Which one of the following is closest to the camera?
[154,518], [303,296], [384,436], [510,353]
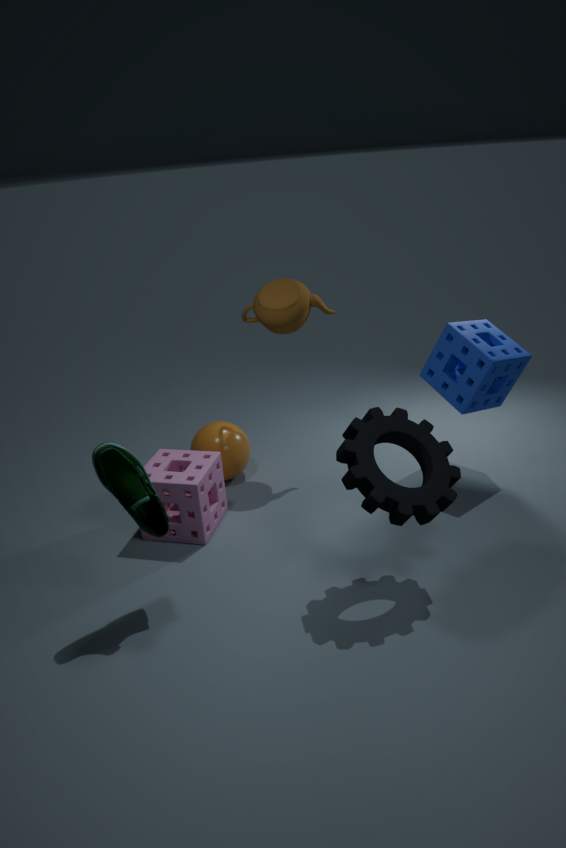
[384,436]
